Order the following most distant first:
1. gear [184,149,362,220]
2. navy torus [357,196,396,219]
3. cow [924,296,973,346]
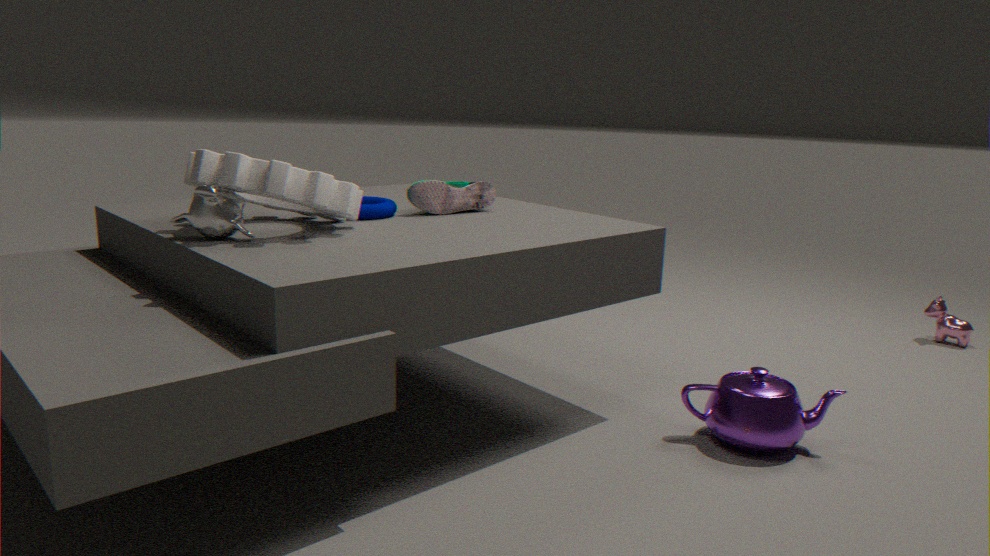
cow [924,296,973,346], navy torus [357,196,396,219], gear [184,149,362,220]
